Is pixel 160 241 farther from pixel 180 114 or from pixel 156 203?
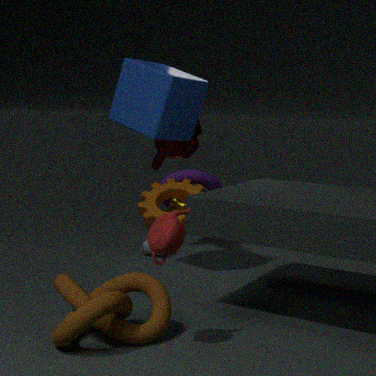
pixel 156 203
